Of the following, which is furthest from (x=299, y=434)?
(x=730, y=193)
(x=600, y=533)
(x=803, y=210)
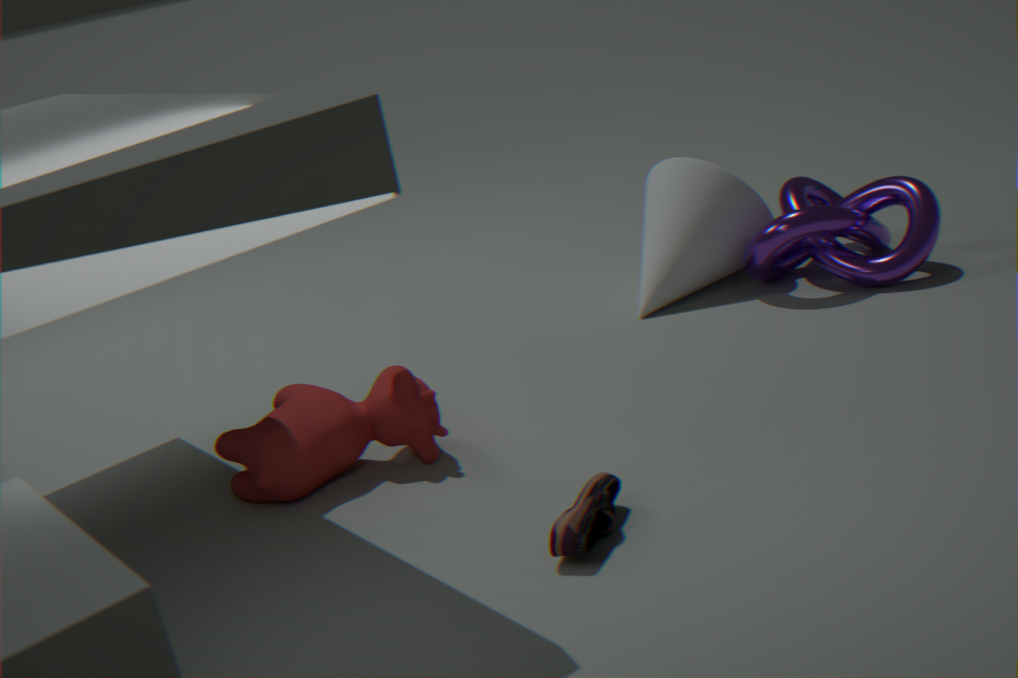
(x=803, y=210)
